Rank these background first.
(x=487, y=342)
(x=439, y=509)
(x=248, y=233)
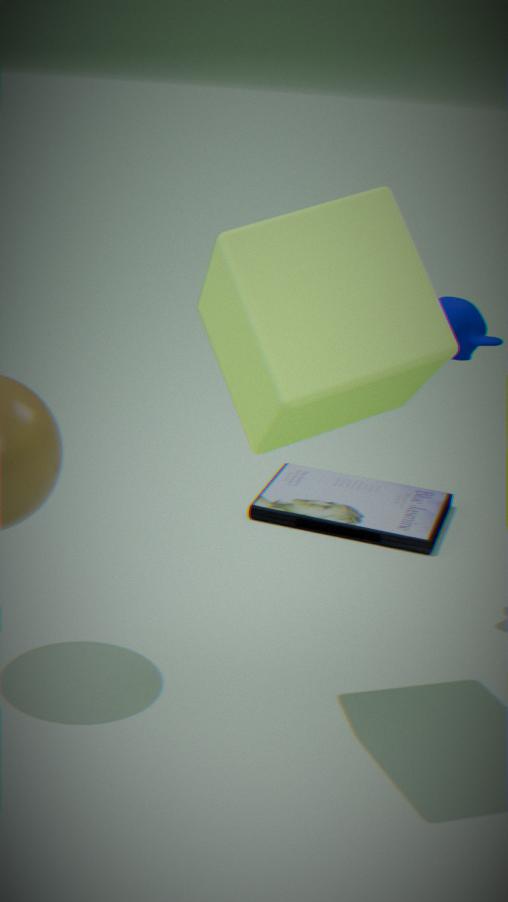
(x=439, y=509), (x=487, y=342), (x=248, y=233)
